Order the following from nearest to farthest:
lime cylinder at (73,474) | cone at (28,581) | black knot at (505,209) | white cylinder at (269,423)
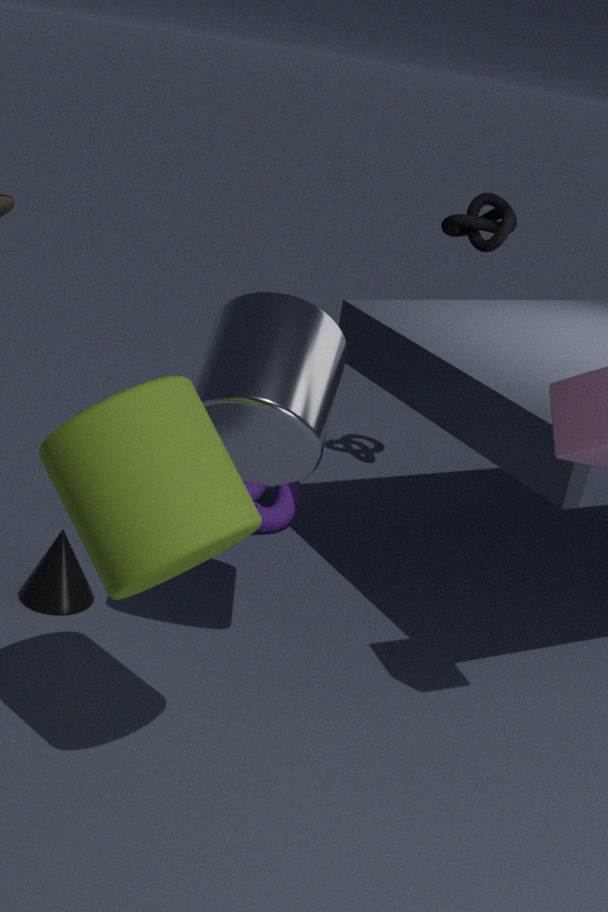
lime cylinder at (73,474) < white cylinder at (269,423) < cone at (28,581) < black knot at (505,209)
